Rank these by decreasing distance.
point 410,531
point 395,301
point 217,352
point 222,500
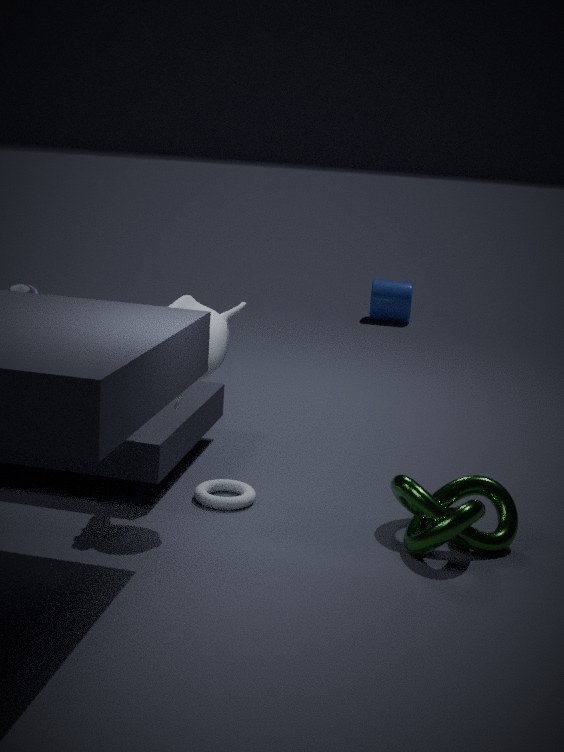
1. point 395,301
2. point 222,500
3. point 410,531
4. point 217,352
